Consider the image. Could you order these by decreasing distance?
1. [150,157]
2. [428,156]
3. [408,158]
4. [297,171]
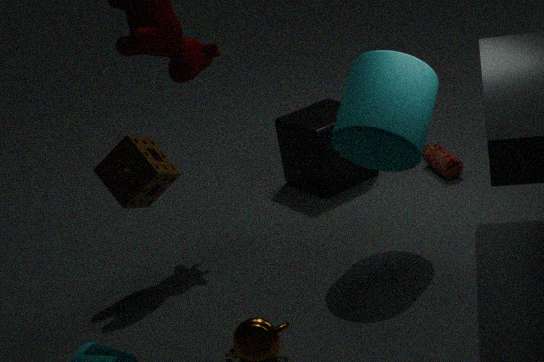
[297,171] → [428,156] → [408,158] → [150,157]
